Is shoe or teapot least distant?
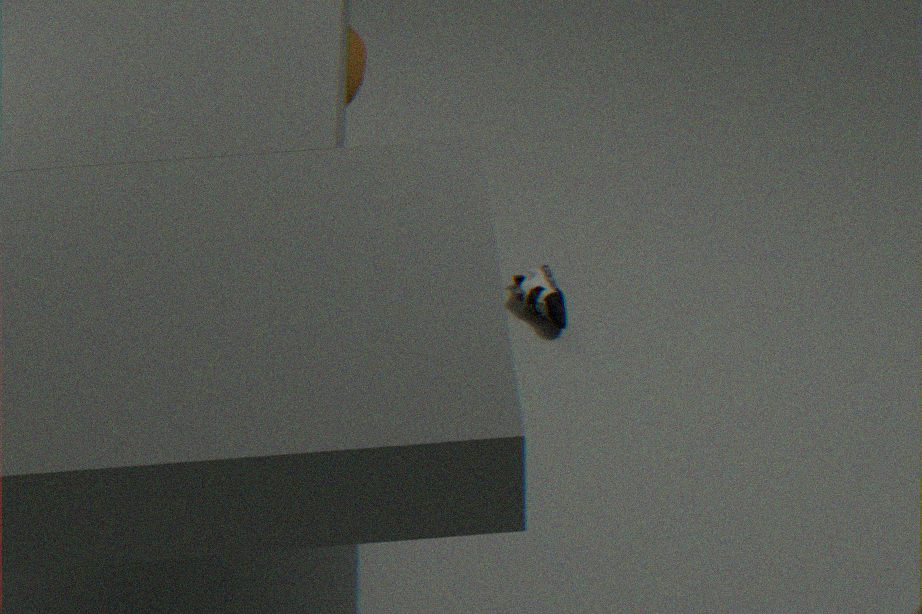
shoe
